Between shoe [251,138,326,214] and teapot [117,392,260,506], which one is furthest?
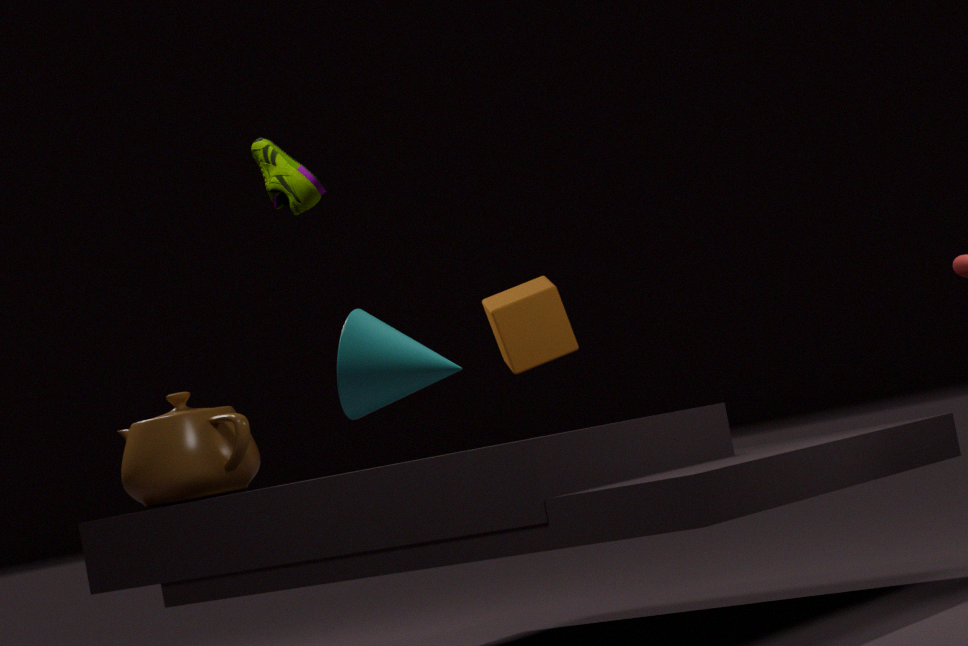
teapot [117,392,260,506]
